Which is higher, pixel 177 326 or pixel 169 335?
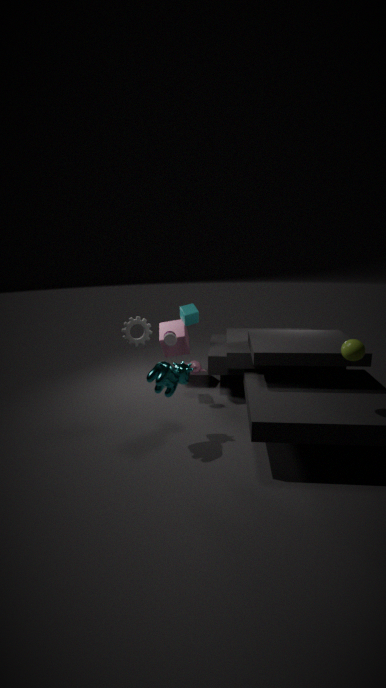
pixel 169 335
